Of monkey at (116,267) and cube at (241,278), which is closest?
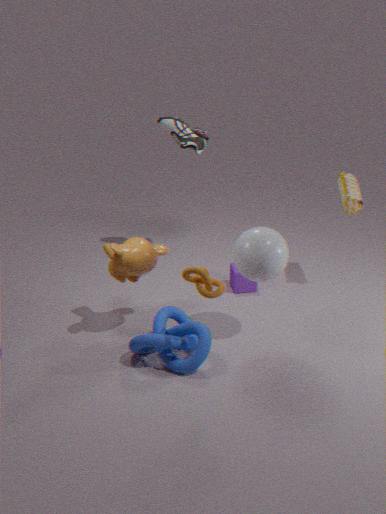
monkey at (116,267)
